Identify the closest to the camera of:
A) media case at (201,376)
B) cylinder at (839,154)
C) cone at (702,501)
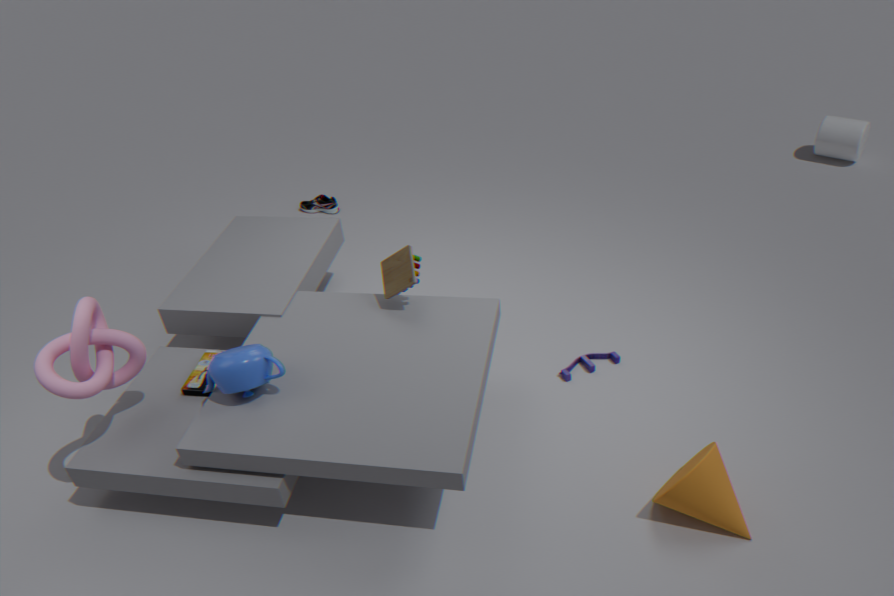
cone at (702,501)
